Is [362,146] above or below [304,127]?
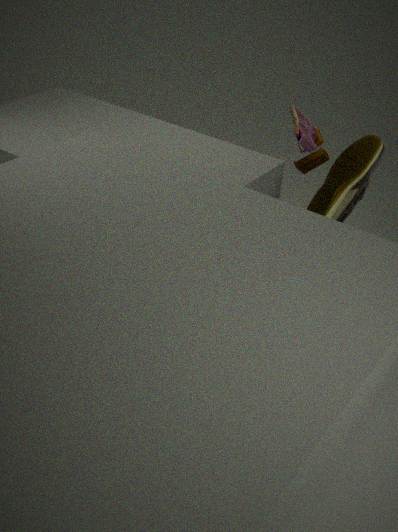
above
